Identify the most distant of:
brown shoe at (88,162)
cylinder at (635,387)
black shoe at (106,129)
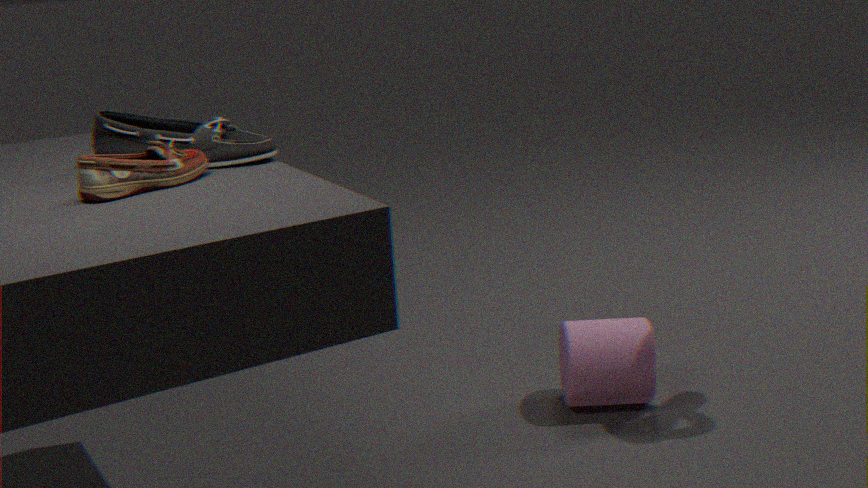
cylinder at (635,387)
